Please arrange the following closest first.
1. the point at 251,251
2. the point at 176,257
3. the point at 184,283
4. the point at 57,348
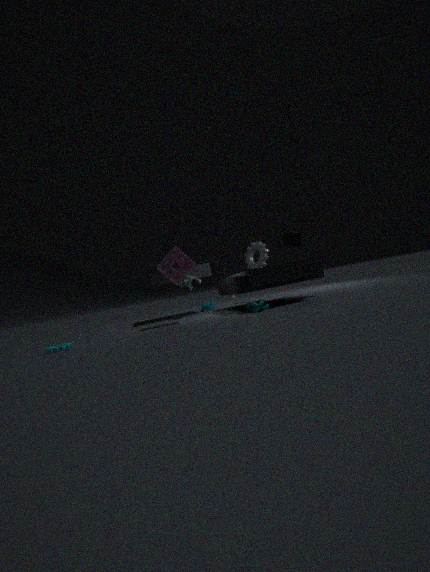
the point at 57,348 → the point at 176,257 → the point at 184,283 → the point at 251,251
